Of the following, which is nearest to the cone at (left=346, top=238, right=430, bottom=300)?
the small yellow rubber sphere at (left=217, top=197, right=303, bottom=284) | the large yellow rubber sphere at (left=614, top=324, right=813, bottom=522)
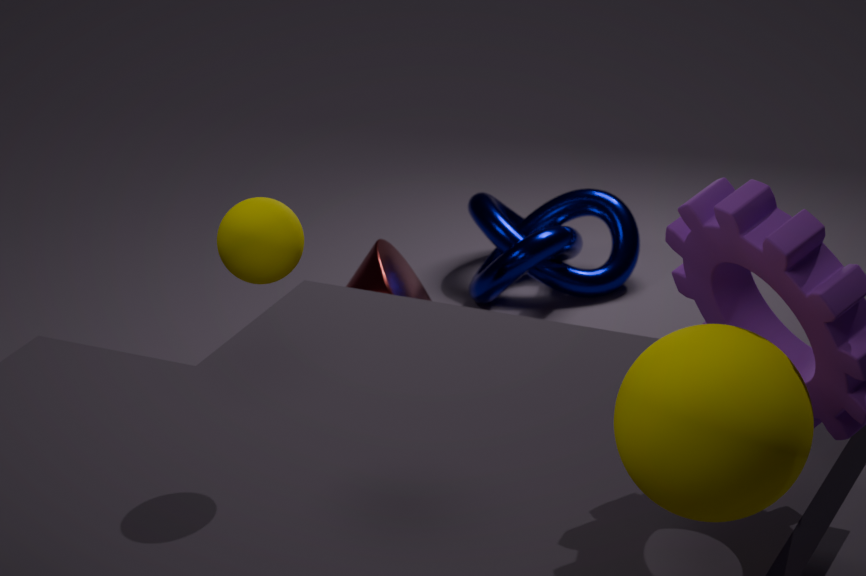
the small yellow rubber sphere at (left=217, top=197, right=303, bottom=284)
